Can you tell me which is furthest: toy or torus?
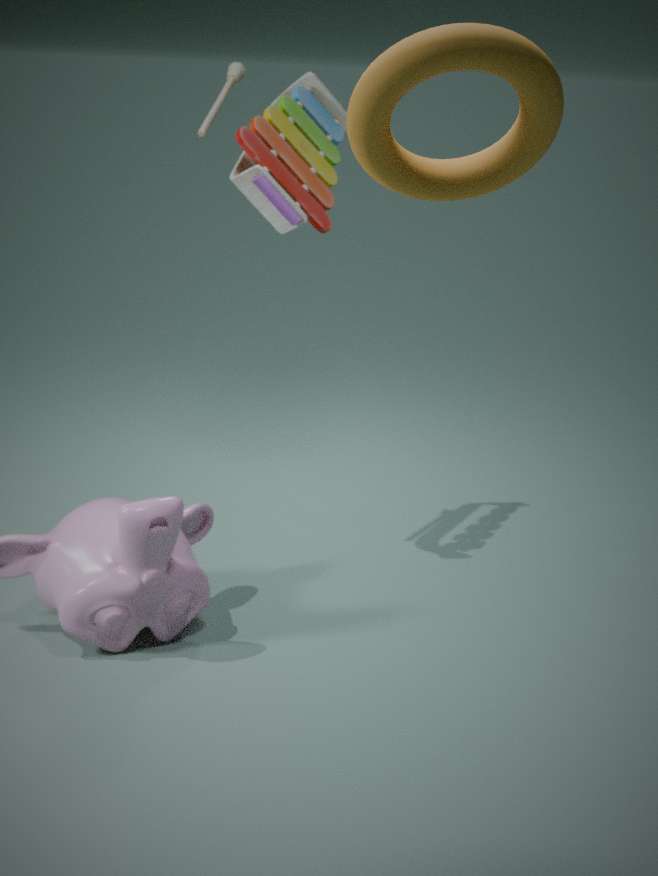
toy
